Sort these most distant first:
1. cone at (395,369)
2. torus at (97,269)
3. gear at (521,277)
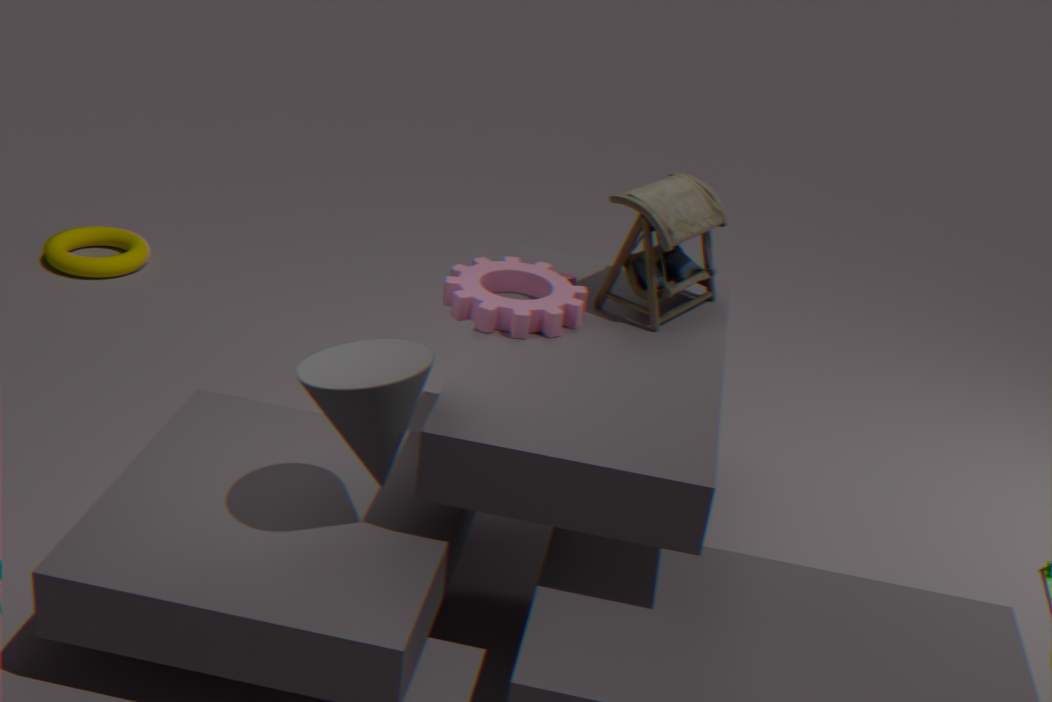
1. torus at (97,269)
2. gear at (521,277)
3. cone at (395,369)
